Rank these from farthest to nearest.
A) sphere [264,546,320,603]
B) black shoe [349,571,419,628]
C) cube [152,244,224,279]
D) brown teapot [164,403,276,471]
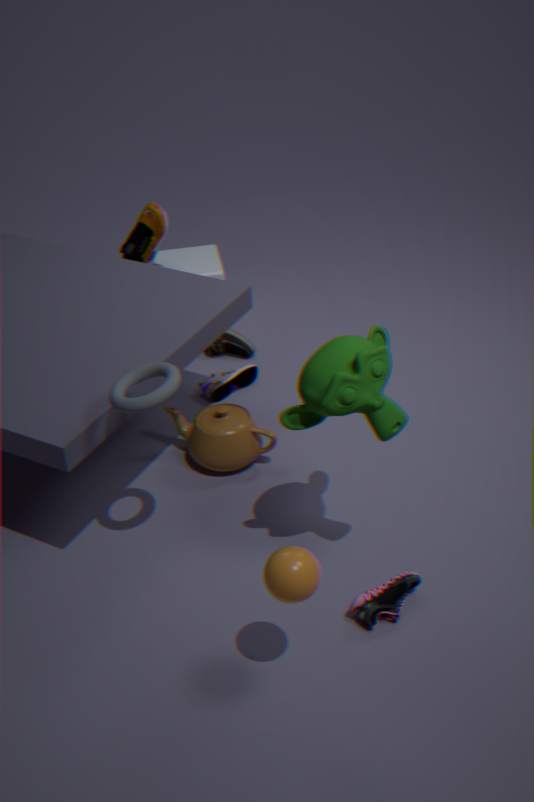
cube [152,244,224,279], brown teapot [164,403,276,471], black shoe [349,571,419,628], sphere [264,546,320,603]
